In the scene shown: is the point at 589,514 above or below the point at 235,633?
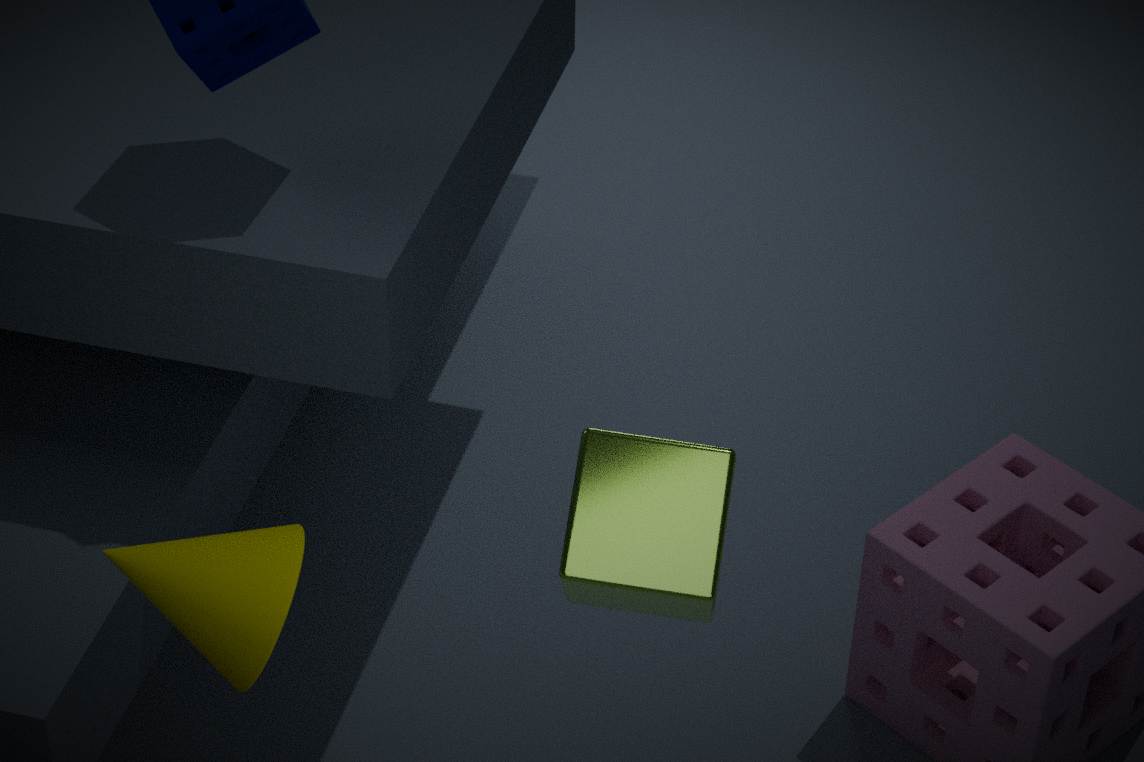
above
